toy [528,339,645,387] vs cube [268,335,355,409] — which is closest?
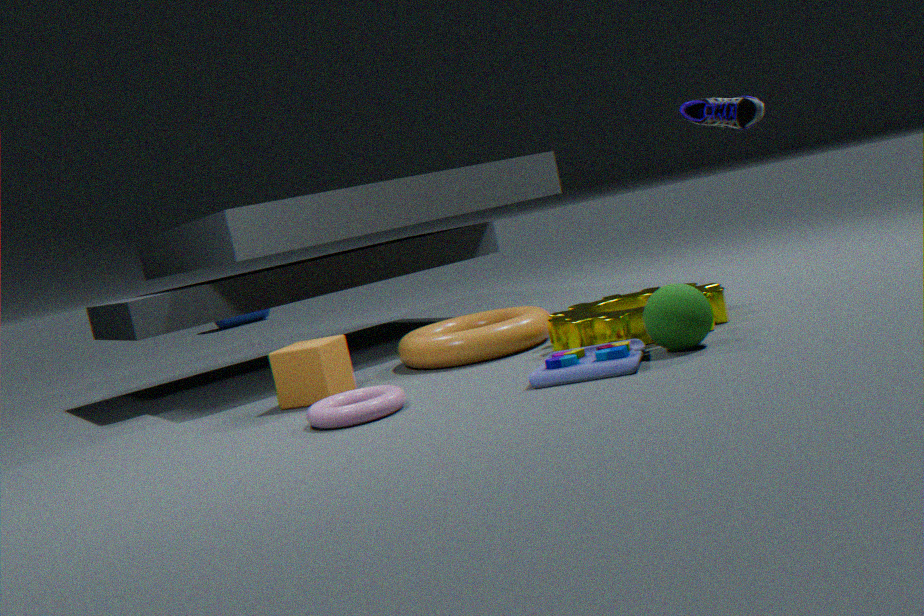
toy [528,339,645,387]
